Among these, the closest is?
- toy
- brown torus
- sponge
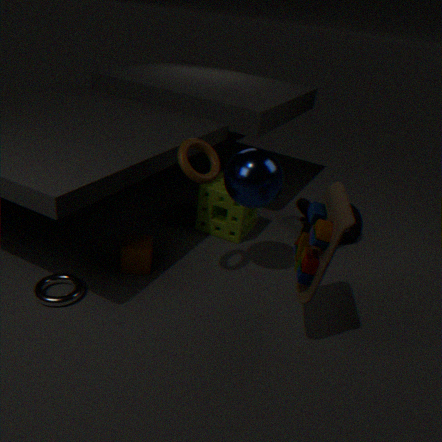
toy
